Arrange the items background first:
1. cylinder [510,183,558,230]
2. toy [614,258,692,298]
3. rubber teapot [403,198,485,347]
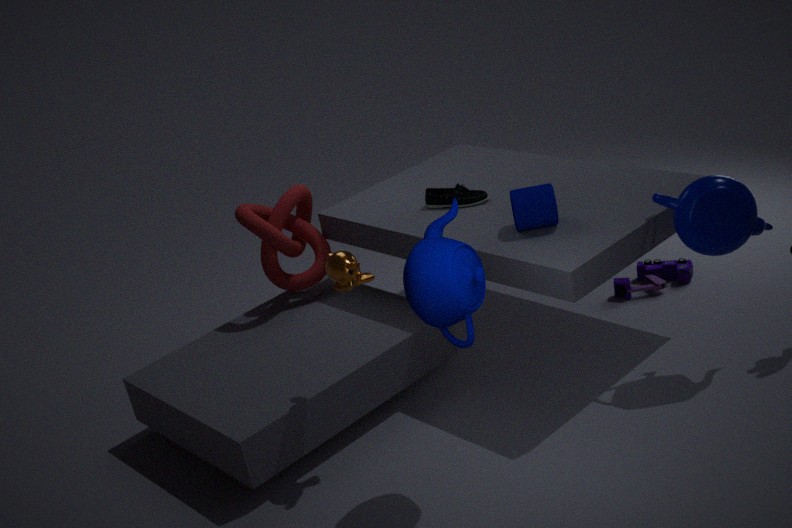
toy [614,258,692,298] < cylinder [510,183,558,230] < rubber teapot [403,198,485,347]
